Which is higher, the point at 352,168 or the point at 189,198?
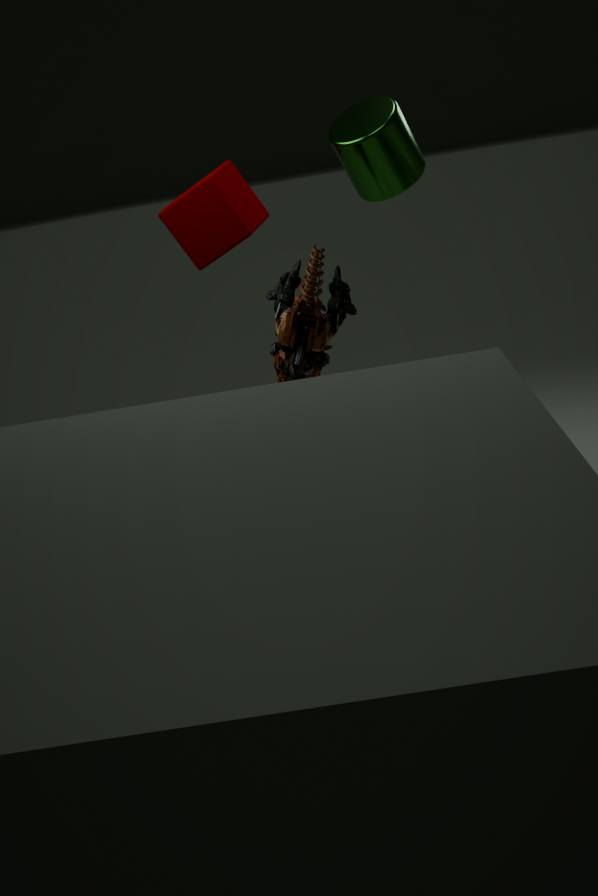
the point at 352,168
